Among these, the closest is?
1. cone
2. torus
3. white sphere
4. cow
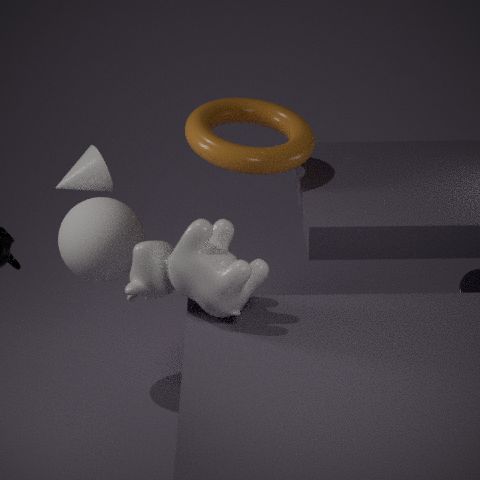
cow
